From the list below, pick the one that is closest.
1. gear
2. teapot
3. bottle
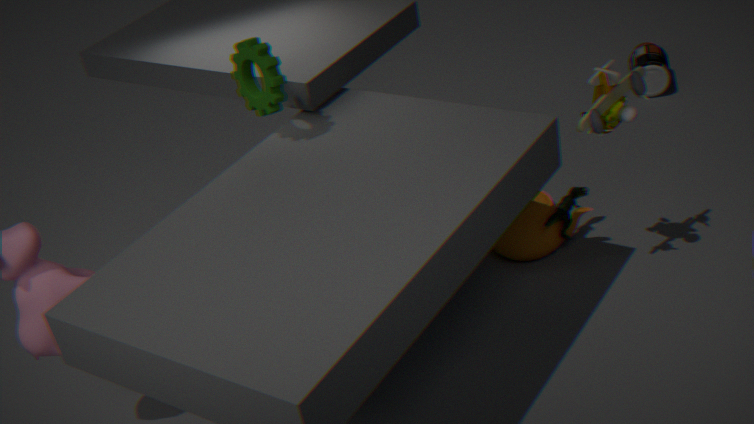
gear
